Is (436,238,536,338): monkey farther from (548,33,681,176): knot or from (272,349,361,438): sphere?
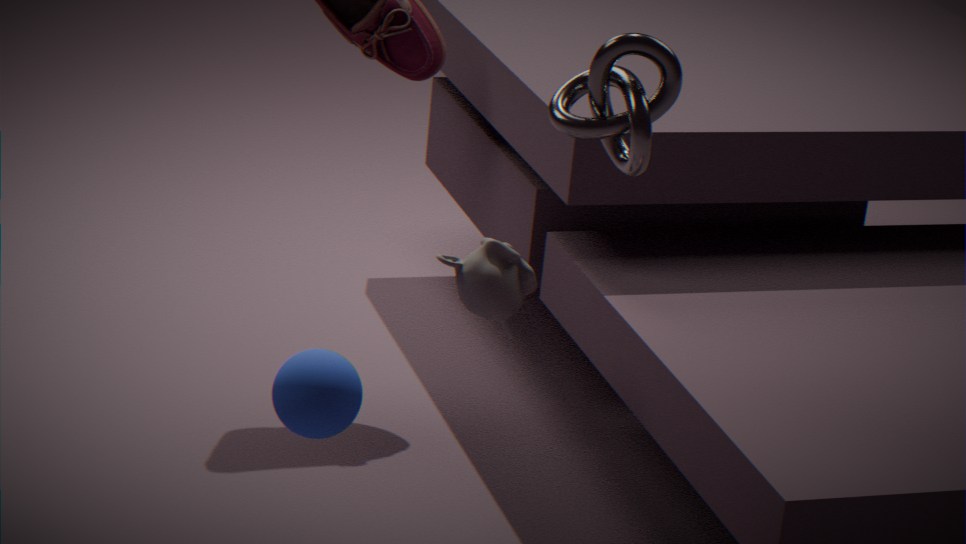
(548,33,681,176): knot
